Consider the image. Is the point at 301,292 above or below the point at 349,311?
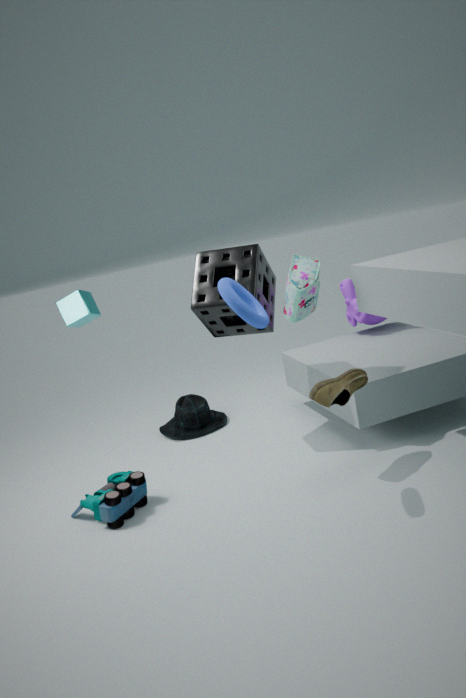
above
